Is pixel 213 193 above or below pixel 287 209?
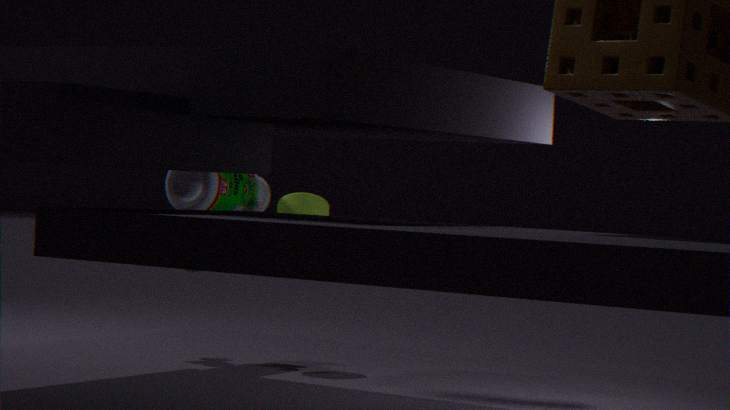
above
